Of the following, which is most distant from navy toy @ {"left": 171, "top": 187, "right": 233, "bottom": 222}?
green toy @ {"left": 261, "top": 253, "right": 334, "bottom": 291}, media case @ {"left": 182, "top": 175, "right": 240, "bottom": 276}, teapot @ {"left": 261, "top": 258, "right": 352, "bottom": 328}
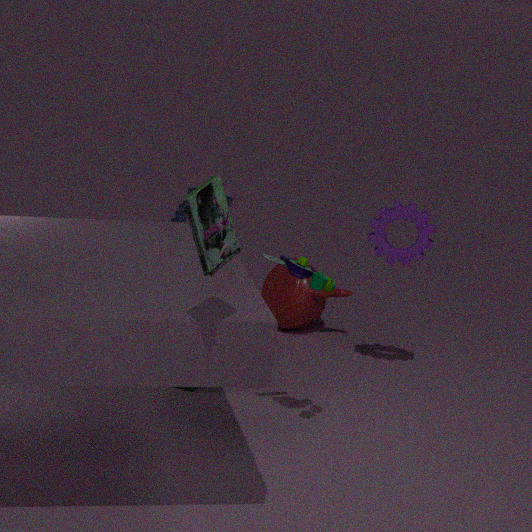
media case @ {"left": 182, "top": 175, "right": 240, "bottom": 276}
